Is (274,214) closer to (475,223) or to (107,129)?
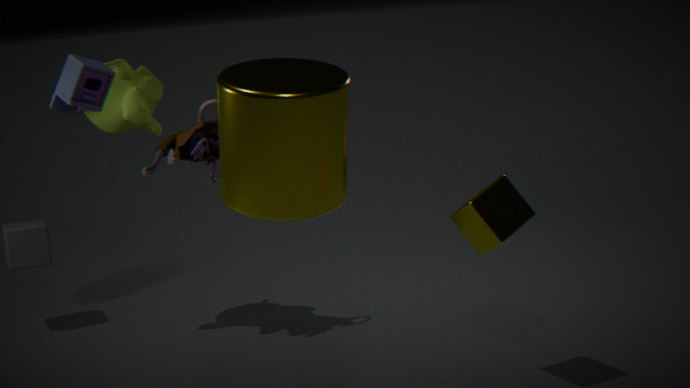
(475,223)
